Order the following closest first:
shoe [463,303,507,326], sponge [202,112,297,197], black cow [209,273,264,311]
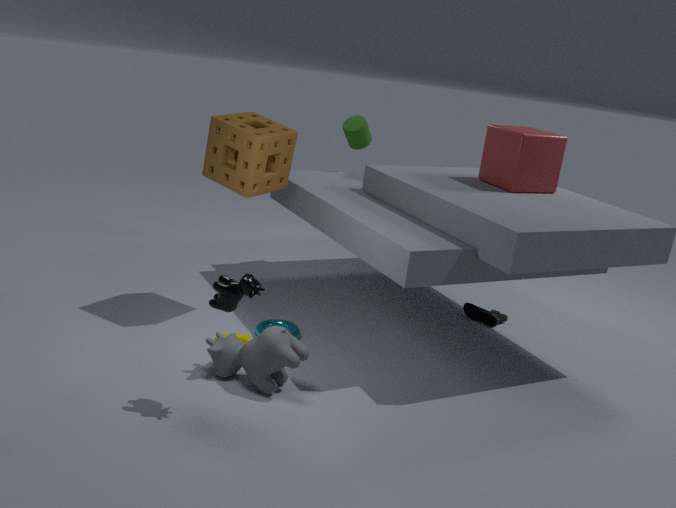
black cow [209,273,264,311] < sponge [202,112,297,197] < shoe [463,303,507,326]
